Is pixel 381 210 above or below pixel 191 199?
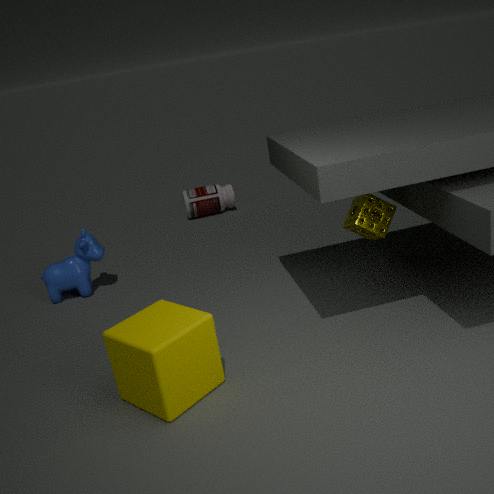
above
